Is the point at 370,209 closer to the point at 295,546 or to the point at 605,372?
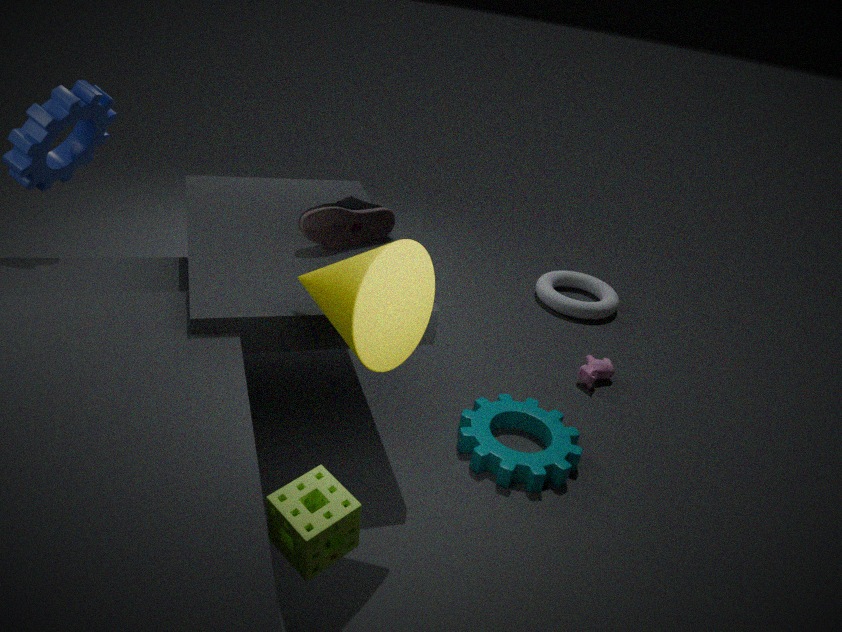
the point at 295,546
